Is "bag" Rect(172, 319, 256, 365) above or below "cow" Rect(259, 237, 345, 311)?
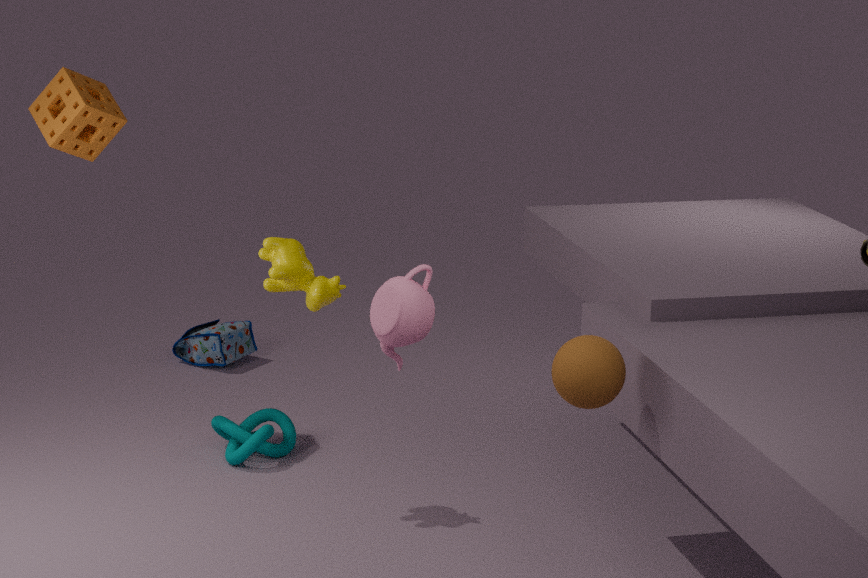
below
